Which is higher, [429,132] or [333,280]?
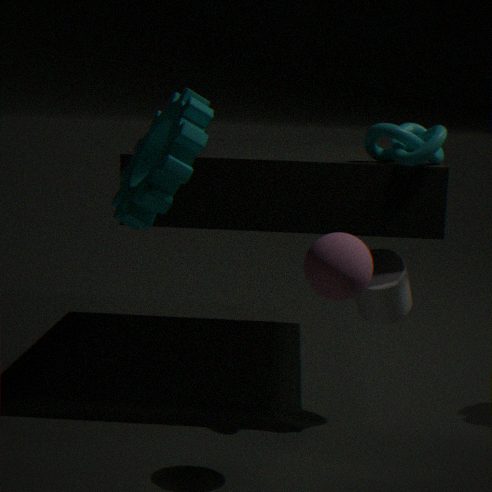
[429,132]
